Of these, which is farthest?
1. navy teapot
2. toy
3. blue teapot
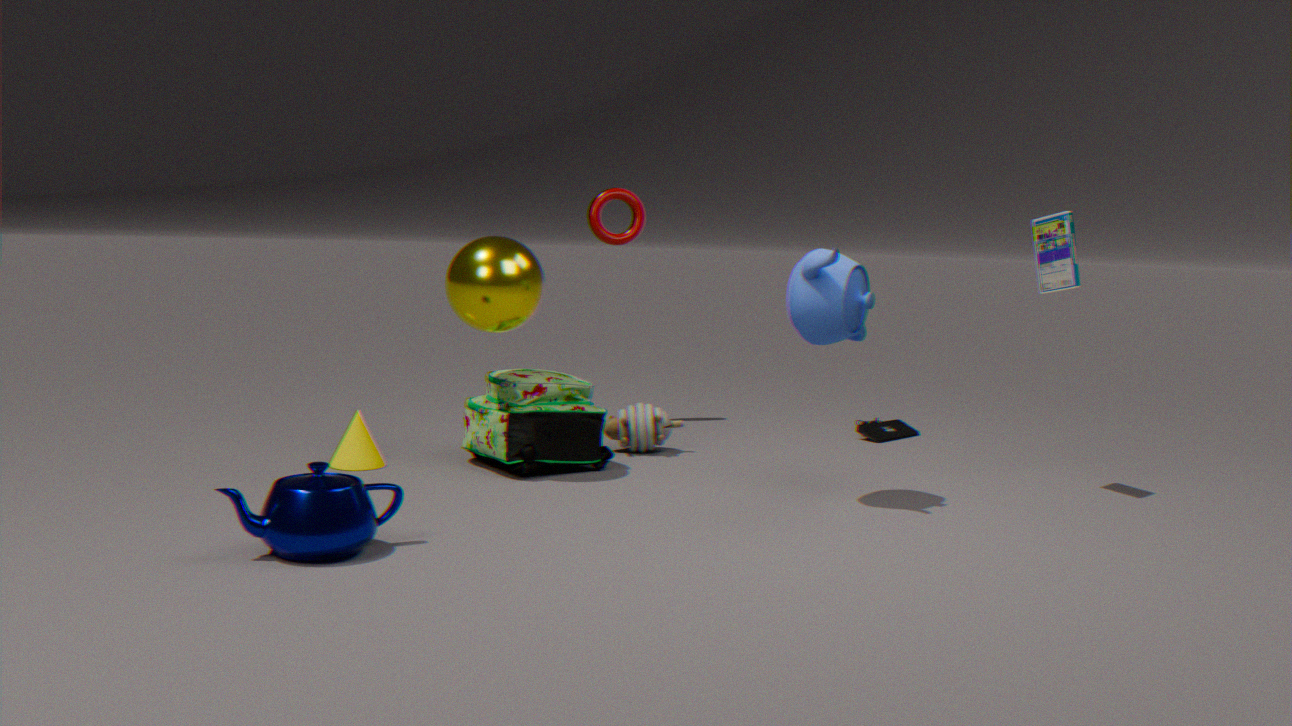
toy
